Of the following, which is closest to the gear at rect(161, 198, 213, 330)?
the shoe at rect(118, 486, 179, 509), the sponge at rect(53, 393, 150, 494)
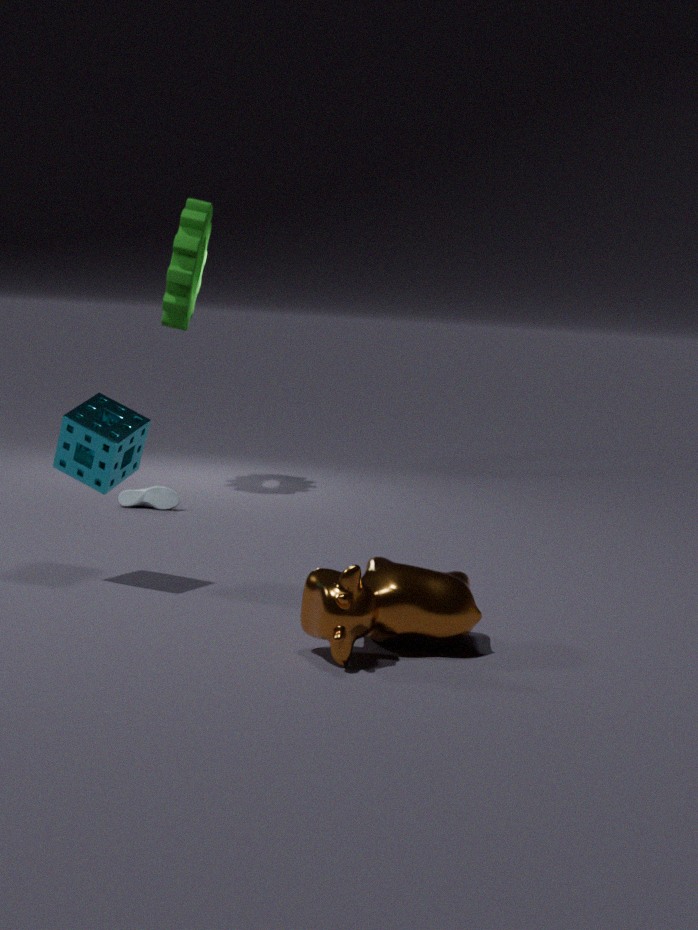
the shoe at rect(118, 486, 179, 509)
